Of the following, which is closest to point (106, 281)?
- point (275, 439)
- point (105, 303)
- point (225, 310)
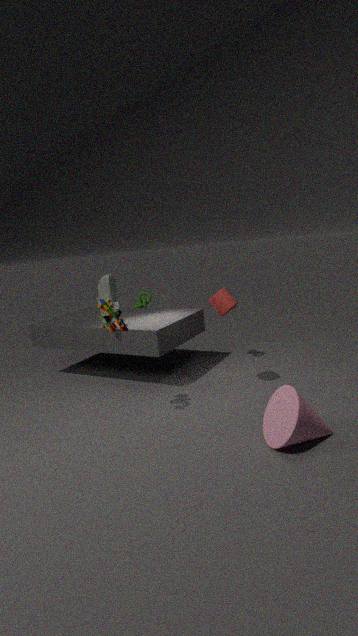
point (105, 303)
